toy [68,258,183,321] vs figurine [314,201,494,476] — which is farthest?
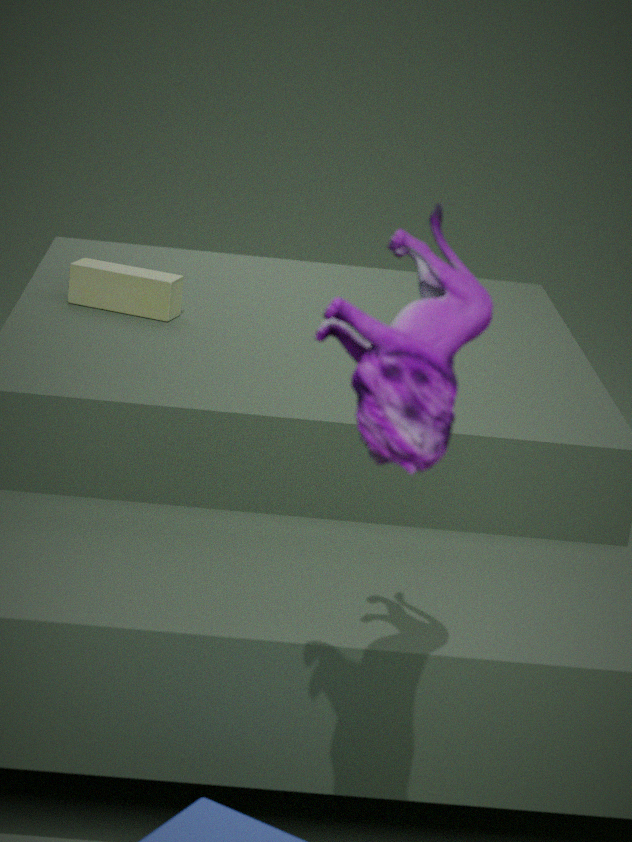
toy [68,258,183,321]
